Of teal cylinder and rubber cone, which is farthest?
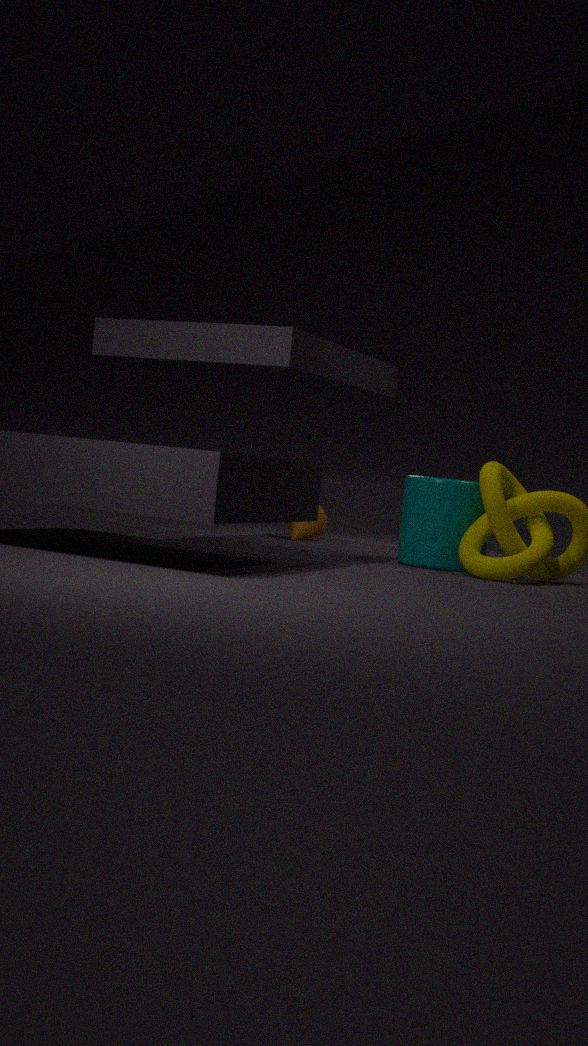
rubber cone
